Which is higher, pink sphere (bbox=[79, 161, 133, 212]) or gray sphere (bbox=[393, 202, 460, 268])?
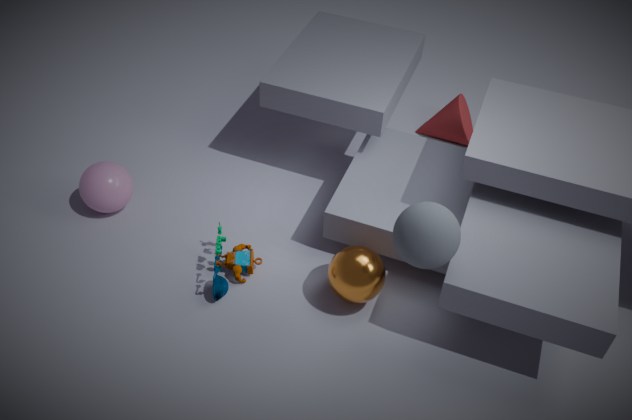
gray sphere (bbox=[393, 202, 460, 268])
